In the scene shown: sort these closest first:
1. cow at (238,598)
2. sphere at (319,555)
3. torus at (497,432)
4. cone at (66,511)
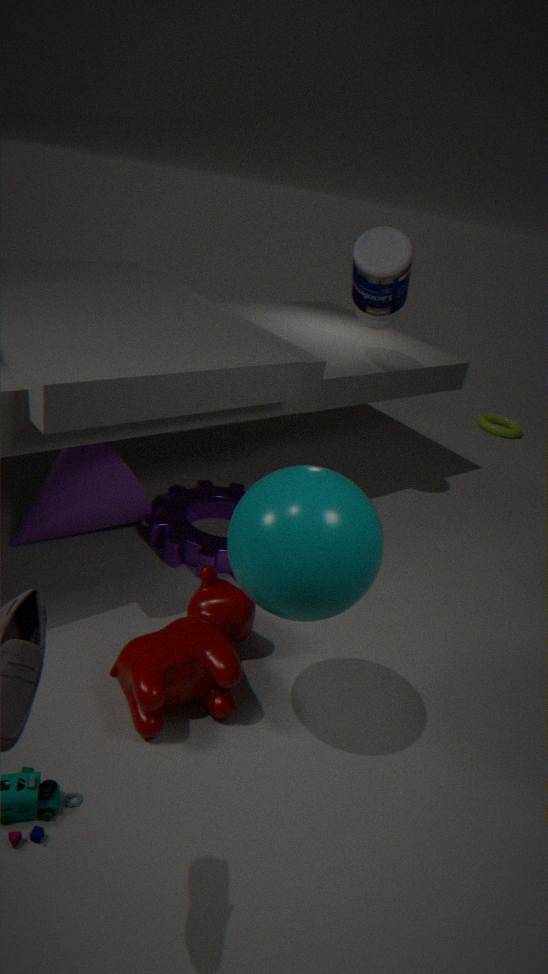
→ sphere at (319,555) < cow at (238,598) < cone at (66,511) < torus at (497,432)
